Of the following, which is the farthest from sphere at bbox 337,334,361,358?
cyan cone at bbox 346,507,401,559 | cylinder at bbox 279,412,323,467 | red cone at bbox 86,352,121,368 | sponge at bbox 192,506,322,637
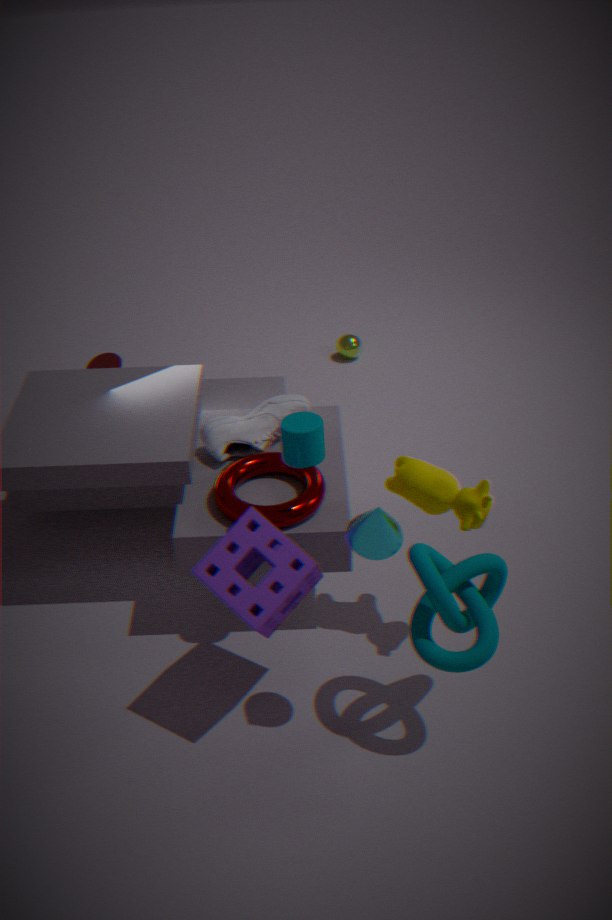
cyan cone at bbox 346,507,401,559
